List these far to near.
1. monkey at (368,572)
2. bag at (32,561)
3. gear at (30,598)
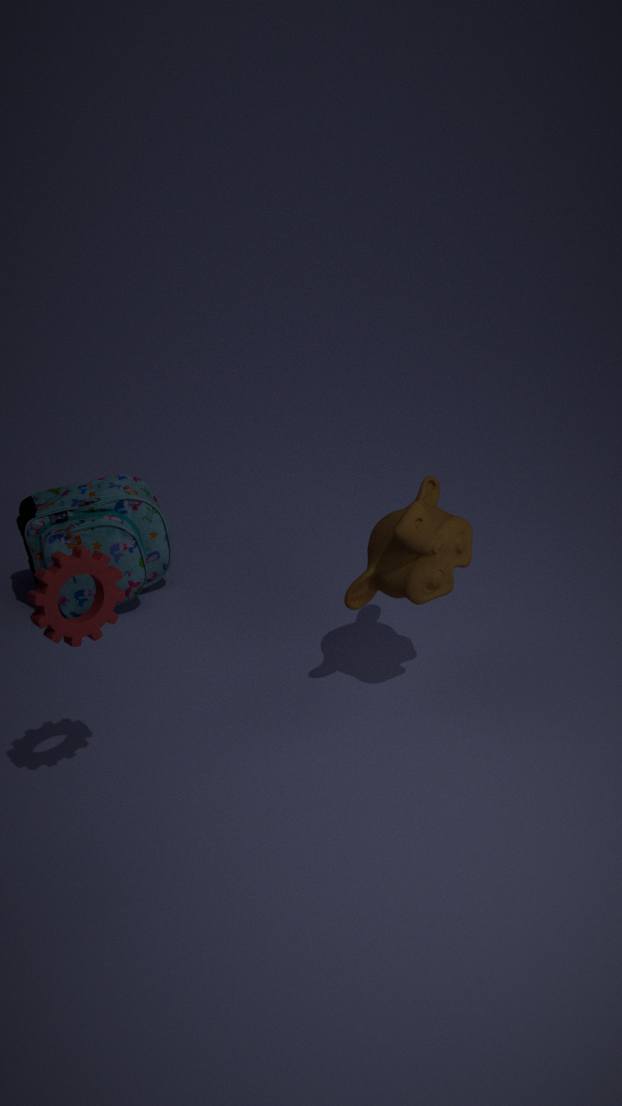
bag at (32,561)
monkey at (368,572)
gear at (30,598)
